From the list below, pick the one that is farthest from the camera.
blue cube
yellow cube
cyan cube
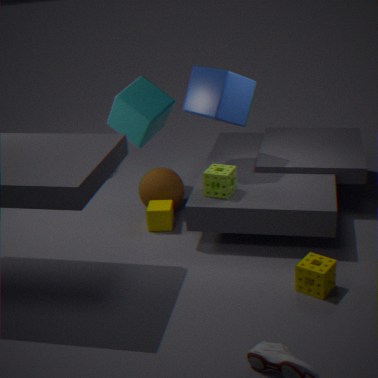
cyan cube
